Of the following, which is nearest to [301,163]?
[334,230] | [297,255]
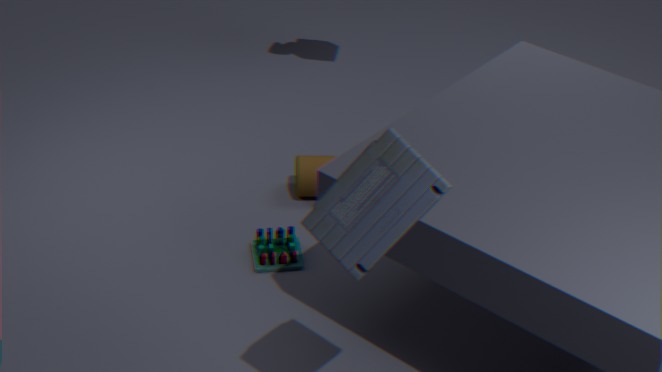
[297,255]
